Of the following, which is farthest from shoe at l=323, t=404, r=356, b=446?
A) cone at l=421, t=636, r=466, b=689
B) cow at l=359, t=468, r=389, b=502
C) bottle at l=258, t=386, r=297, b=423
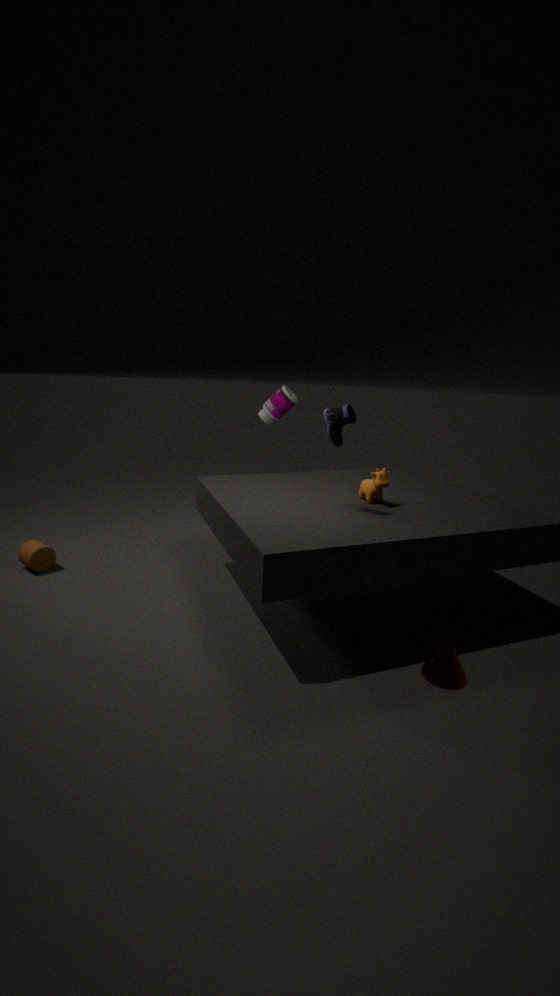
bottle at l=258, t=386, r=297, b=423
